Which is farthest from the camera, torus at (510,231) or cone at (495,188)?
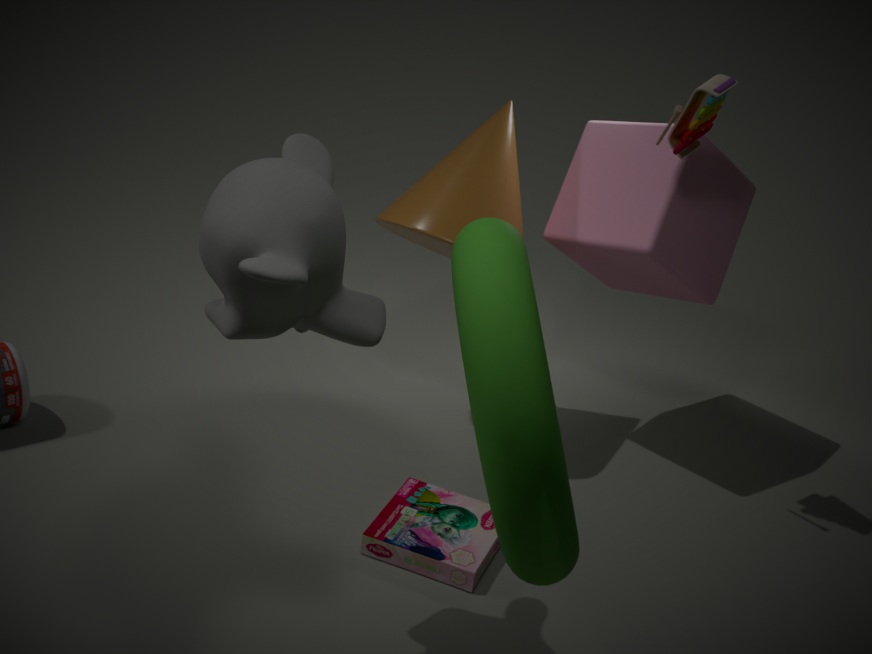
cone at (495,188)
